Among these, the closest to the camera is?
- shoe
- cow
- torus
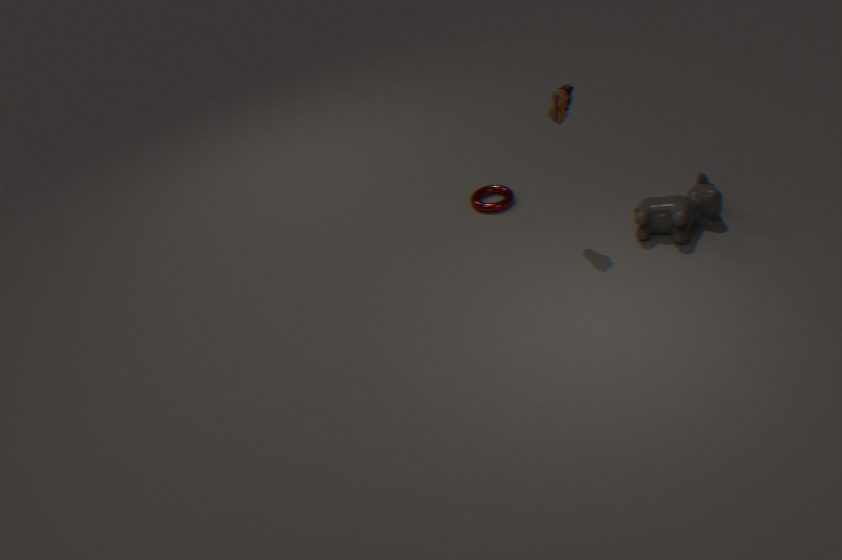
shoe
